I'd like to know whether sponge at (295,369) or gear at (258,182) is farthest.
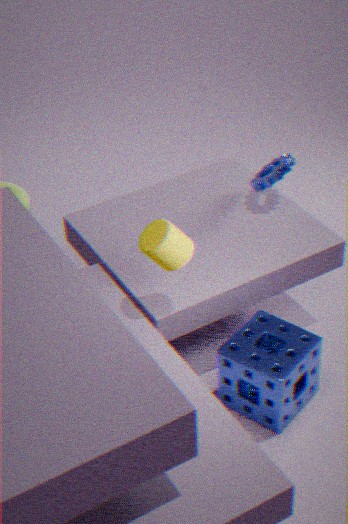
gear at (258,182)
